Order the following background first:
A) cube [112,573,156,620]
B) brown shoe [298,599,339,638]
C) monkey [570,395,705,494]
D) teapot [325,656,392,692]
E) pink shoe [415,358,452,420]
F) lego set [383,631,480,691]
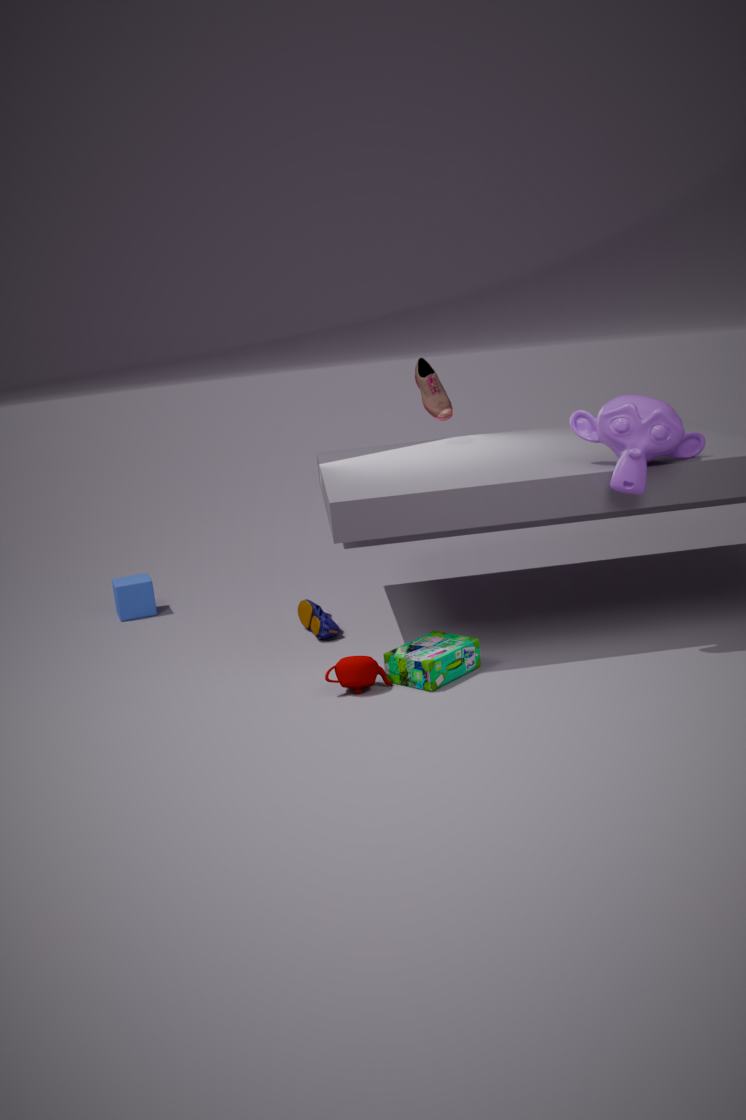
cube [112,573,156,620], pink shoe [415,358,452,420], brown shoe [298,599,339,638], lego set [383,631,480,691], teapot [325,656,392,692], monkey [570,395,705,494]
